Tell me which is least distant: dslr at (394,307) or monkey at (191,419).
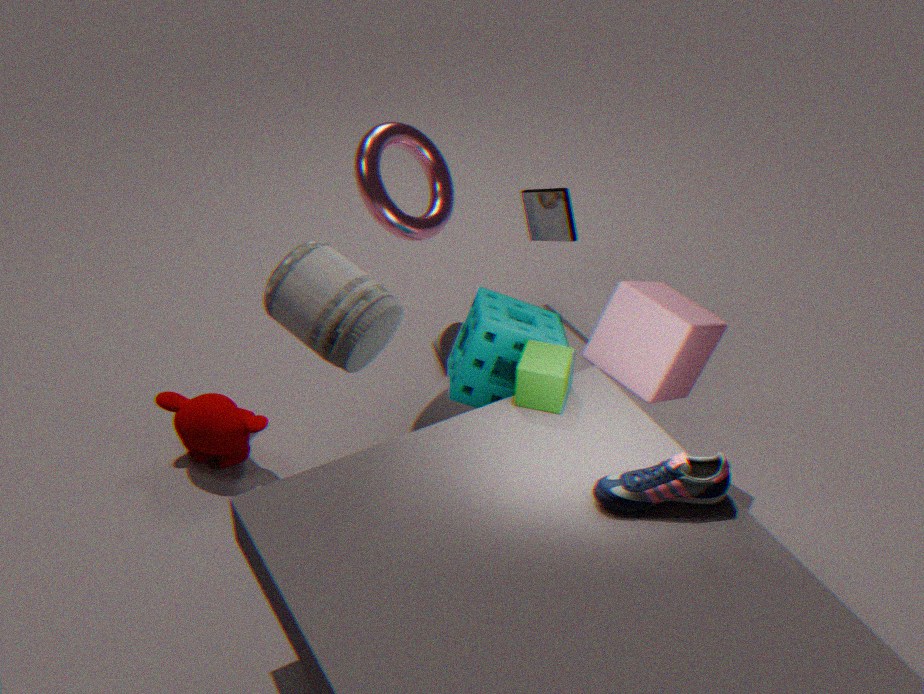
dslr at (394,307)
